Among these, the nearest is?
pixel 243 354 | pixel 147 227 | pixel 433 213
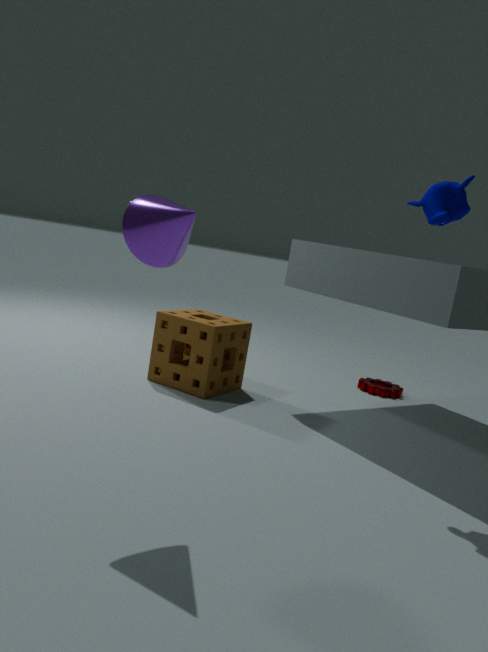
pixel 147 227
